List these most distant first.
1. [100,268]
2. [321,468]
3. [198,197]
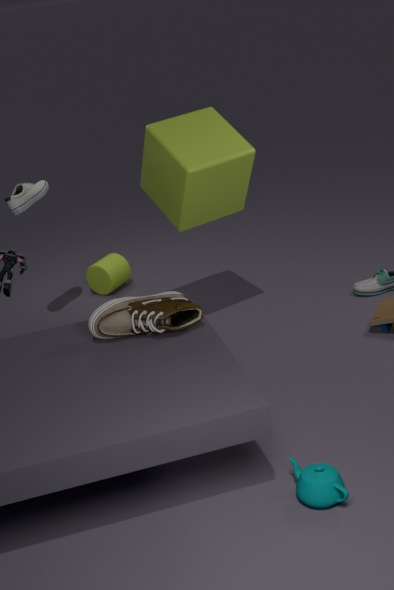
[100,268] < [198,197] < [321,468]
